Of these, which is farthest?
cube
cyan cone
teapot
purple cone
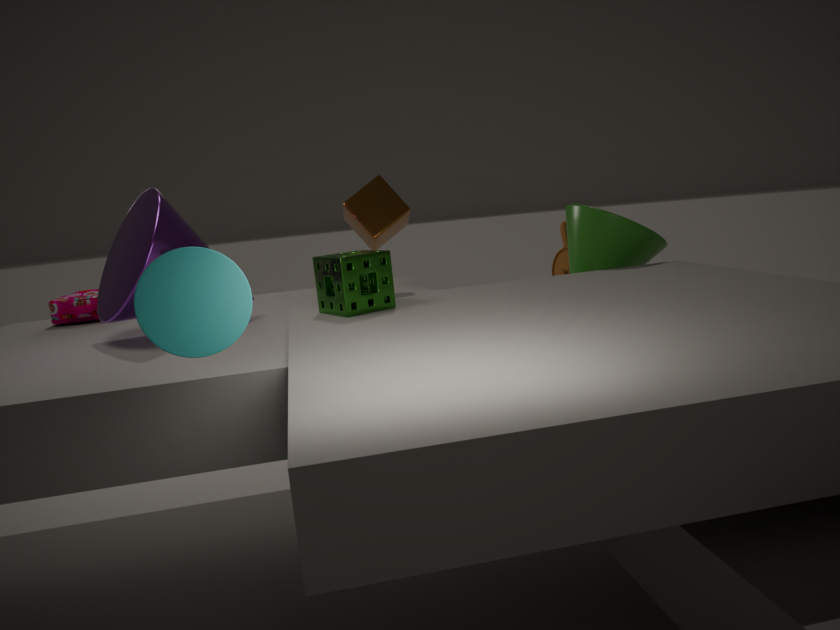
teapot
